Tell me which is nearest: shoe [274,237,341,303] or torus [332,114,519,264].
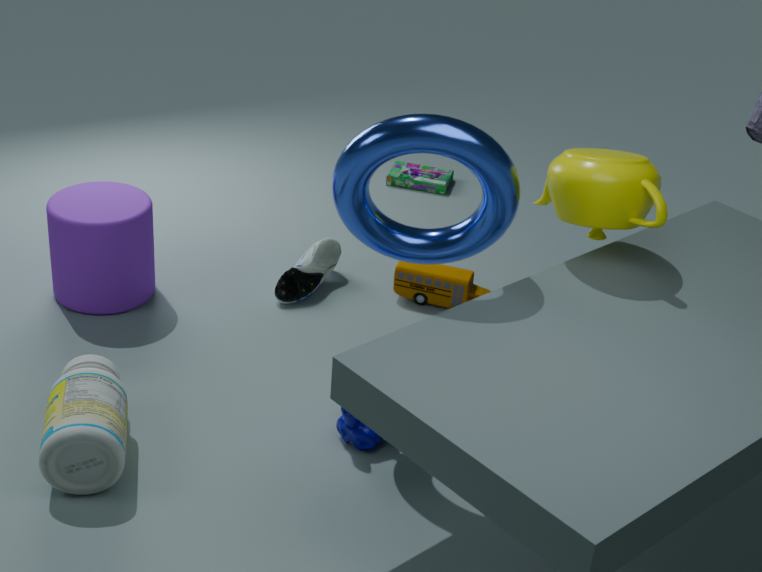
torus [332,114,519,264]
